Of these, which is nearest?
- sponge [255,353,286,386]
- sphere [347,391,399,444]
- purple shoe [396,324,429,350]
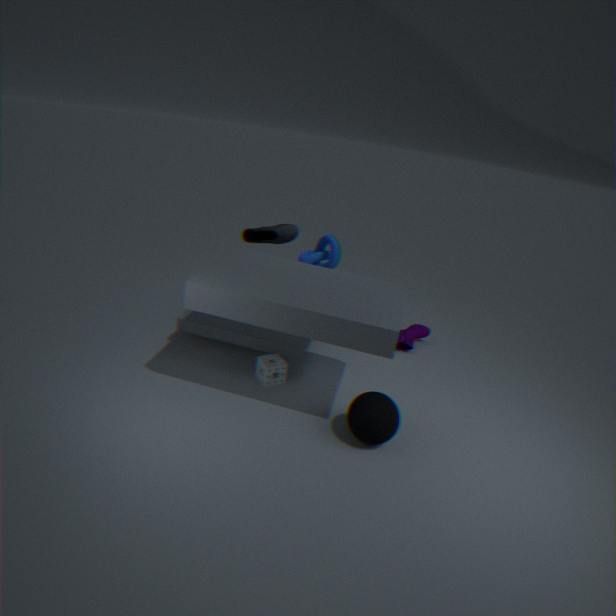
sphere [347,391,399,444]
